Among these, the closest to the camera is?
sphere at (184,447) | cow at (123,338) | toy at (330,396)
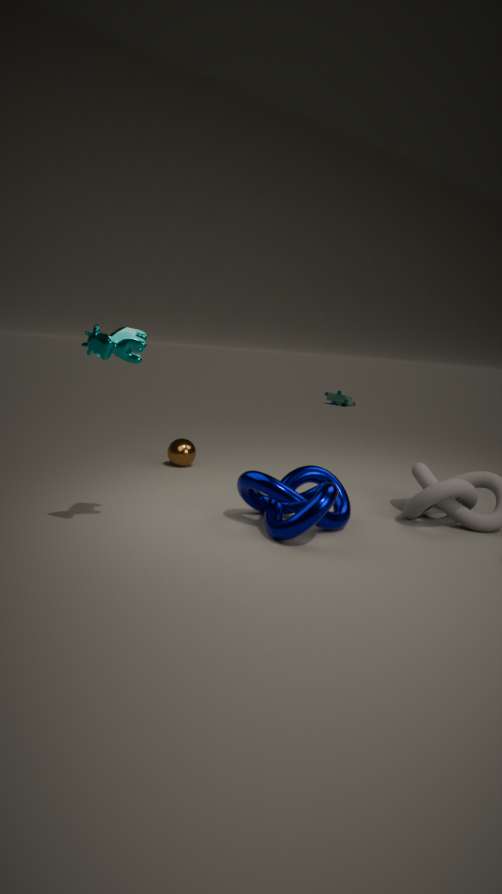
cow at (123,338)
